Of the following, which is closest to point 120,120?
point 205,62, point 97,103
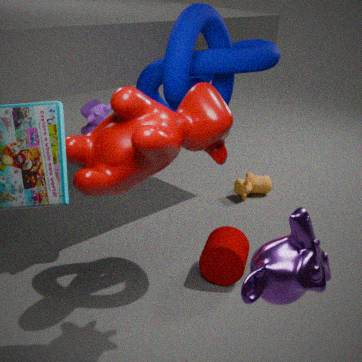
point 205,62
